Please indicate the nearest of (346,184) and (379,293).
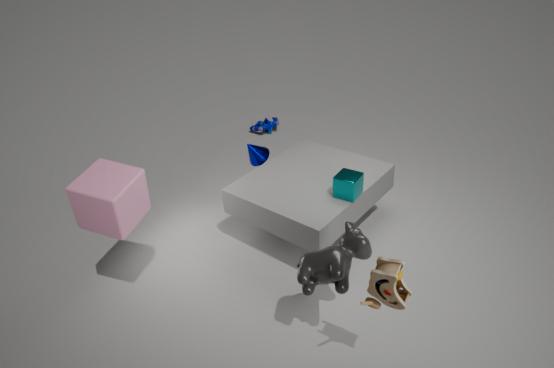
(379,293)
